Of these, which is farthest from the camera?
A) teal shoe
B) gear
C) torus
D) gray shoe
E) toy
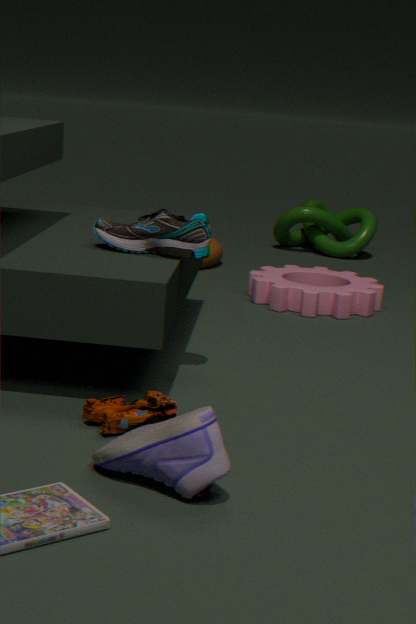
torus
